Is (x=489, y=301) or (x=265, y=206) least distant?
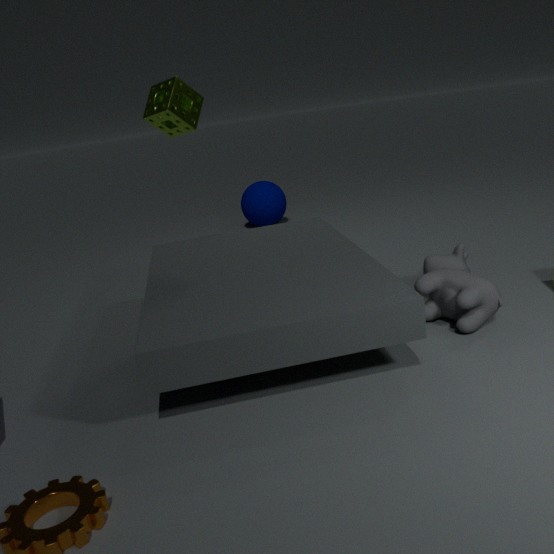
(x=489, y=301)
